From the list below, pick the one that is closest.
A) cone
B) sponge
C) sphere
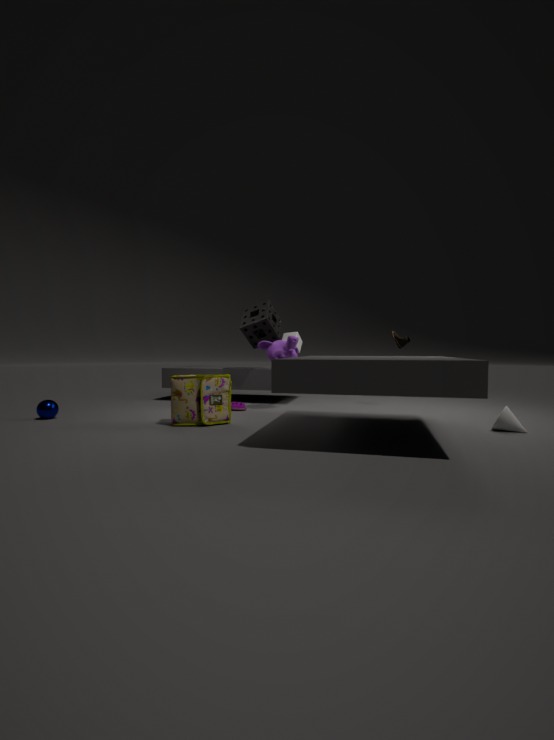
cone
